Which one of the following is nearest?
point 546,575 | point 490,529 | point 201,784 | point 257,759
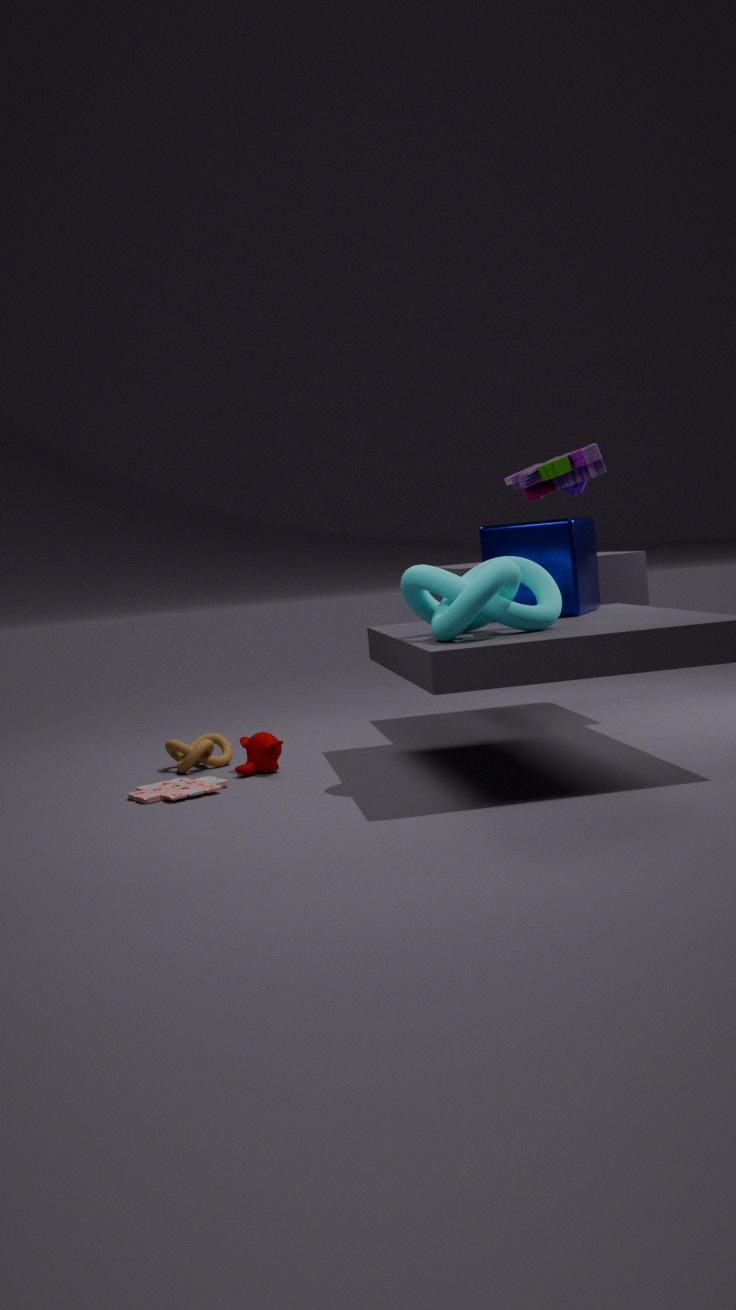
point 546,575
